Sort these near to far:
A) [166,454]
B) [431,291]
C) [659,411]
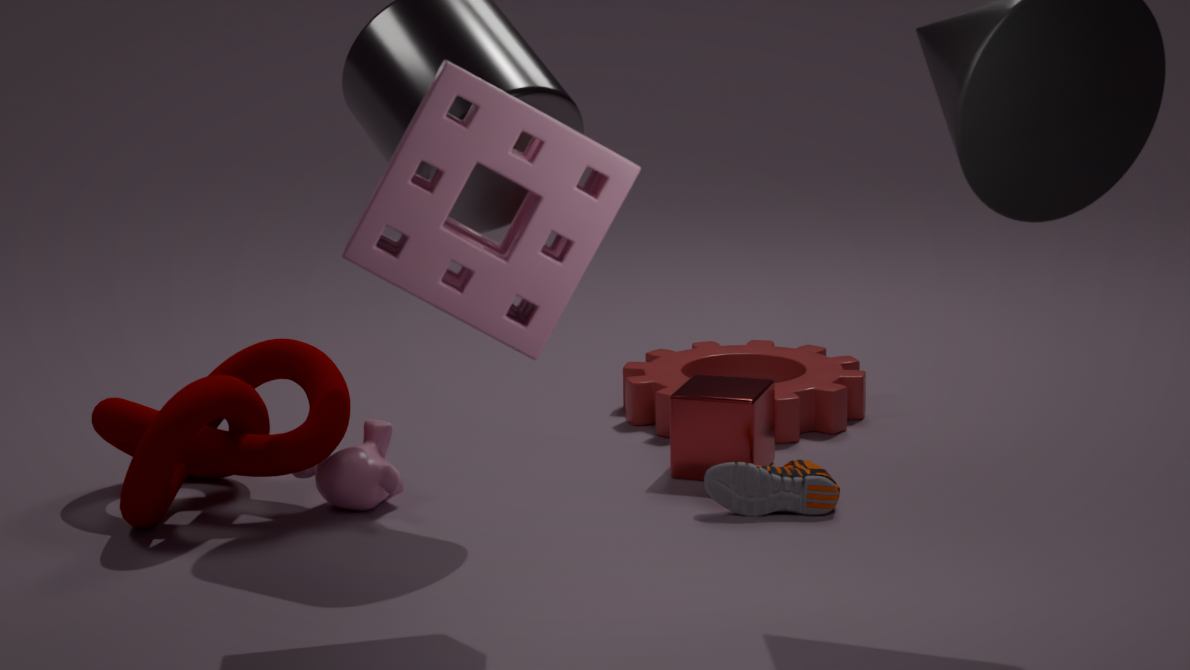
[431,291] < [166,454] < [659,411]
